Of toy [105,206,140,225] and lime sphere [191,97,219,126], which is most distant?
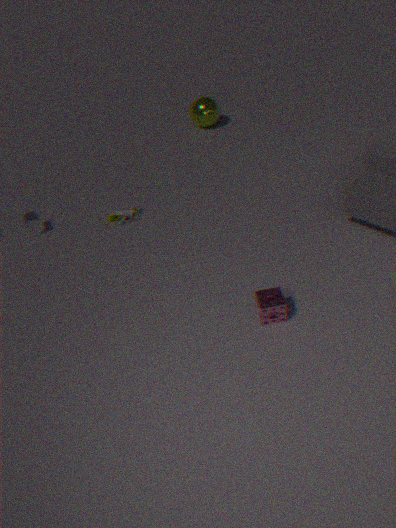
lime sphere [191,97,219,126]
